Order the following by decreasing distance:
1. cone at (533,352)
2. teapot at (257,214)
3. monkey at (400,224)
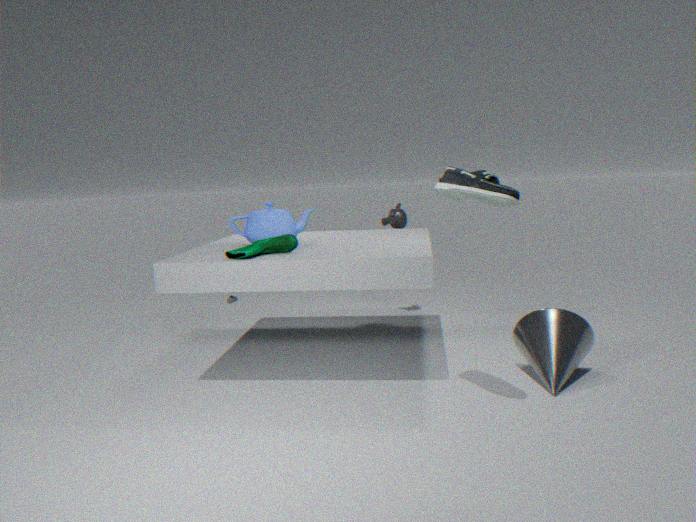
monkey at (400,224)
teapot at (257,214)
cone at (533,352)
